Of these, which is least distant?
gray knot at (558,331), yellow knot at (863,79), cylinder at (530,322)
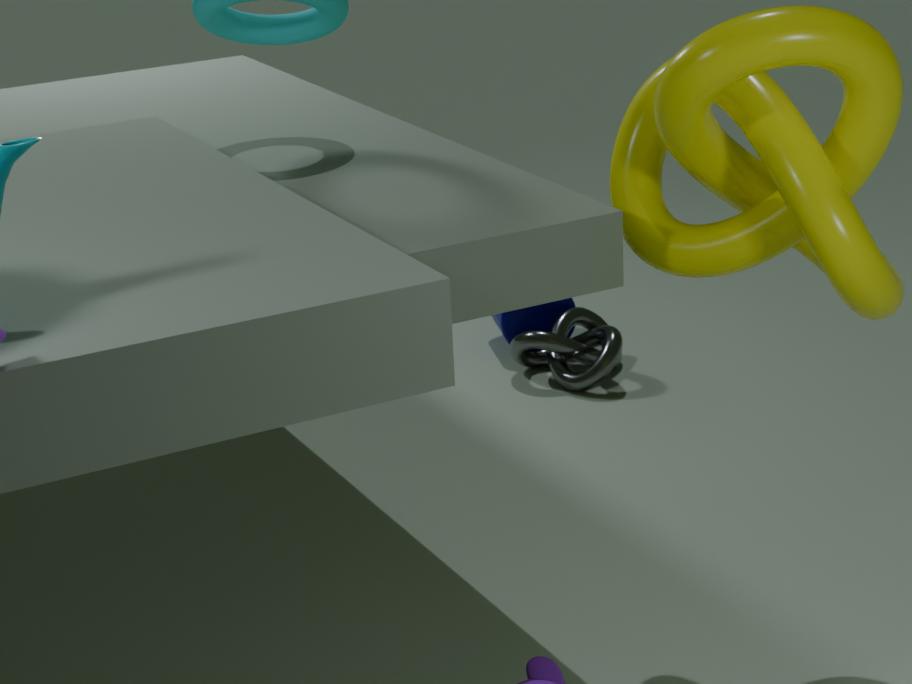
yellow knot at (863,79)
